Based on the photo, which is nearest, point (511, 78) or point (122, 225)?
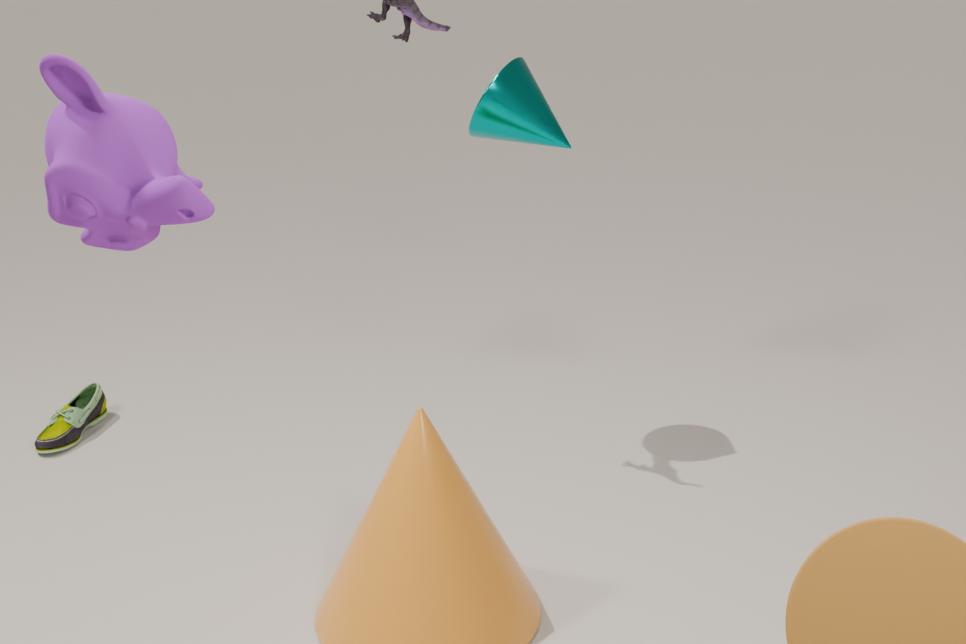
point (122, 225)
